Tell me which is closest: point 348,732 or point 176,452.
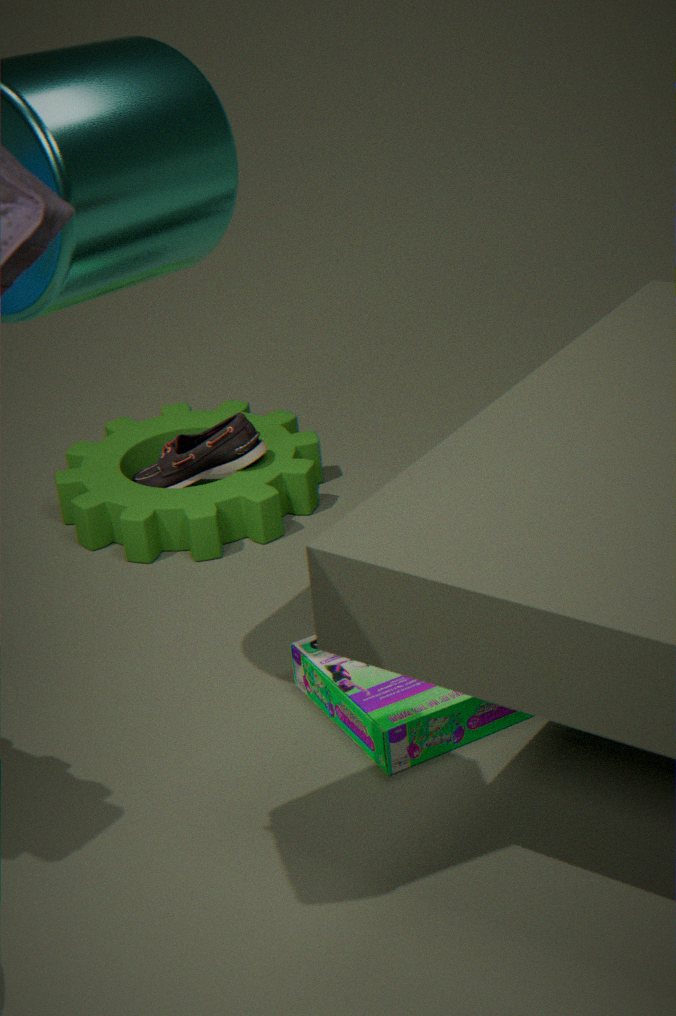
point 348,732
